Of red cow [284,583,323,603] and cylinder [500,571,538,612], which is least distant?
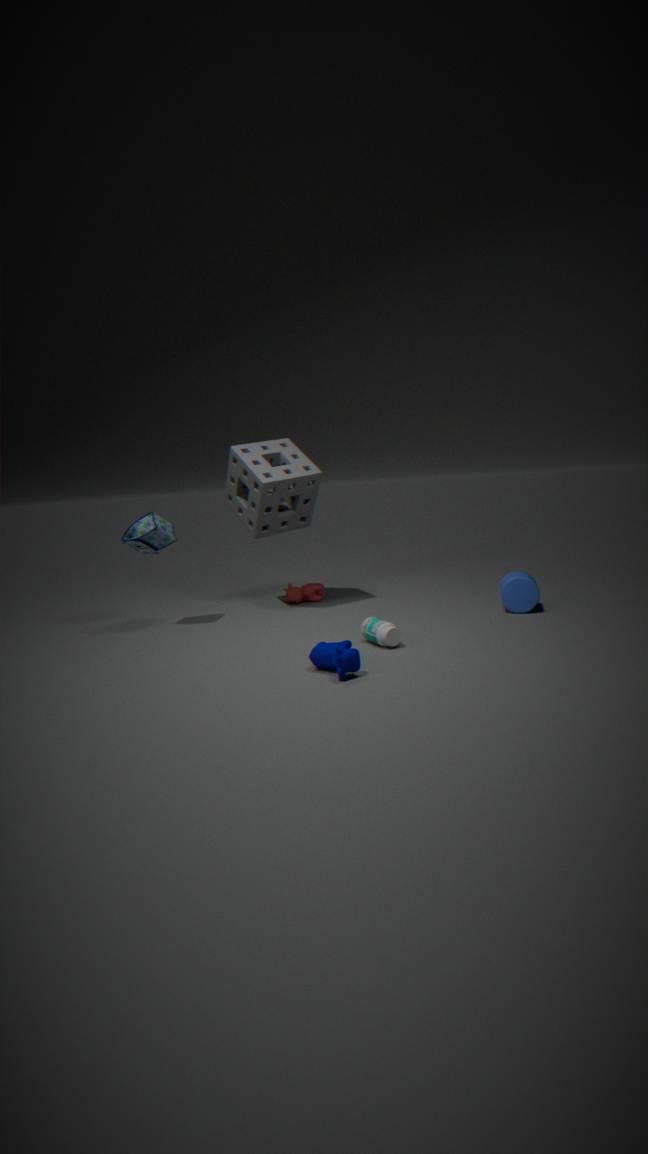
cylinder [500,571,538,612]
